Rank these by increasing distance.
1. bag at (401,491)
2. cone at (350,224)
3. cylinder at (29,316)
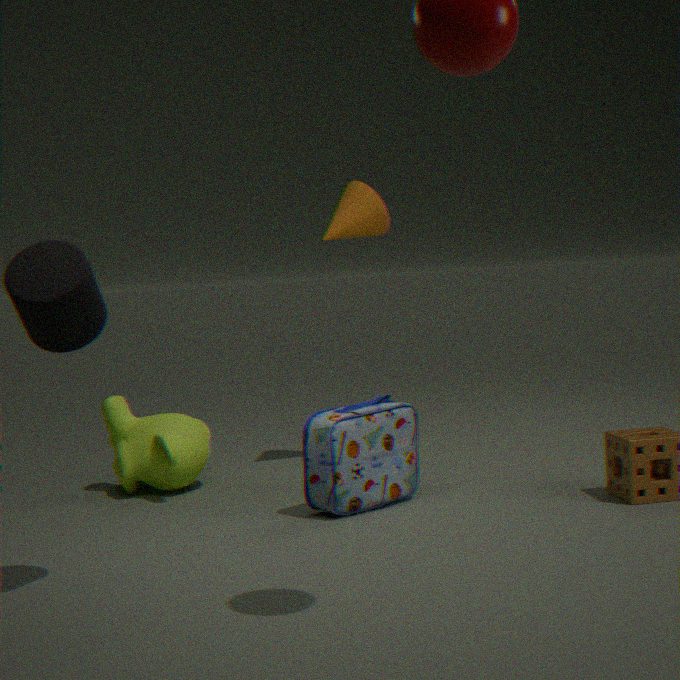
cylinder at (29,316), bag at (401,491), cone at (350,224)
